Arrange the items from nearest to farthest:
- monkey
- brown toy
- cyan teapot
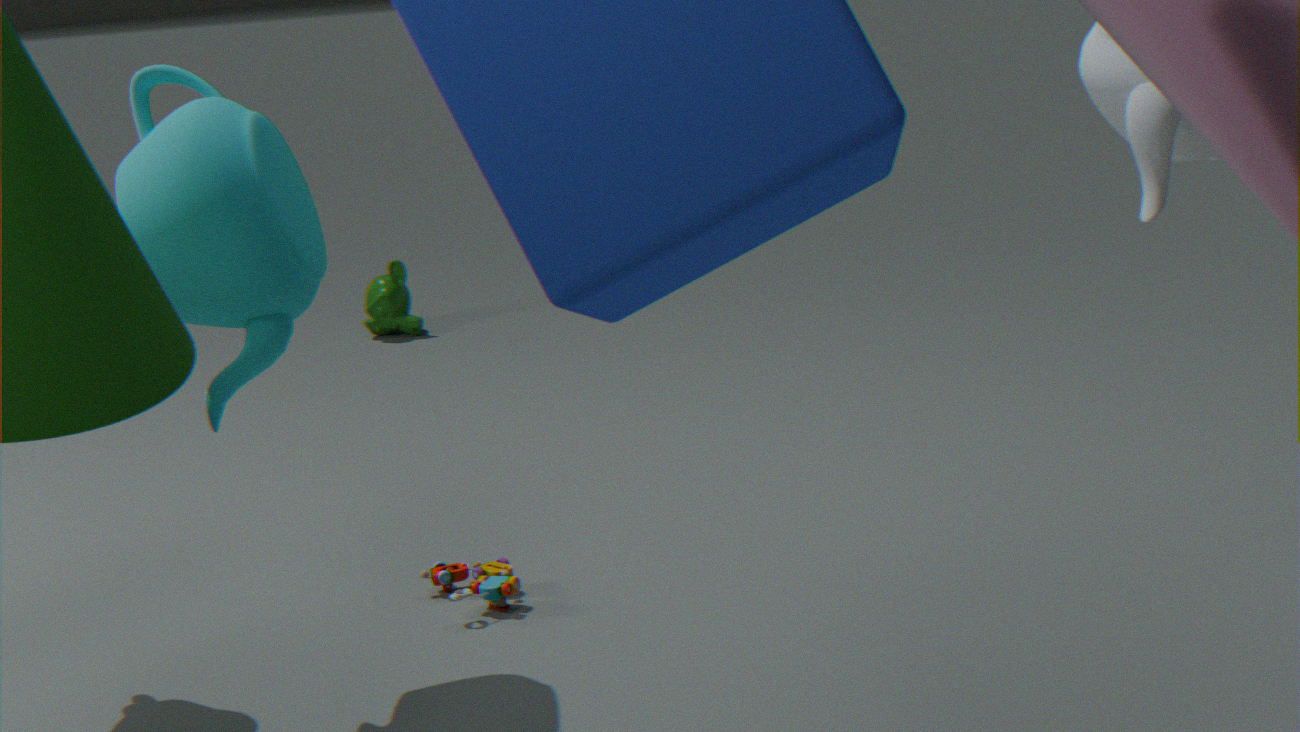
cyan teapot < brown toy < monkey
